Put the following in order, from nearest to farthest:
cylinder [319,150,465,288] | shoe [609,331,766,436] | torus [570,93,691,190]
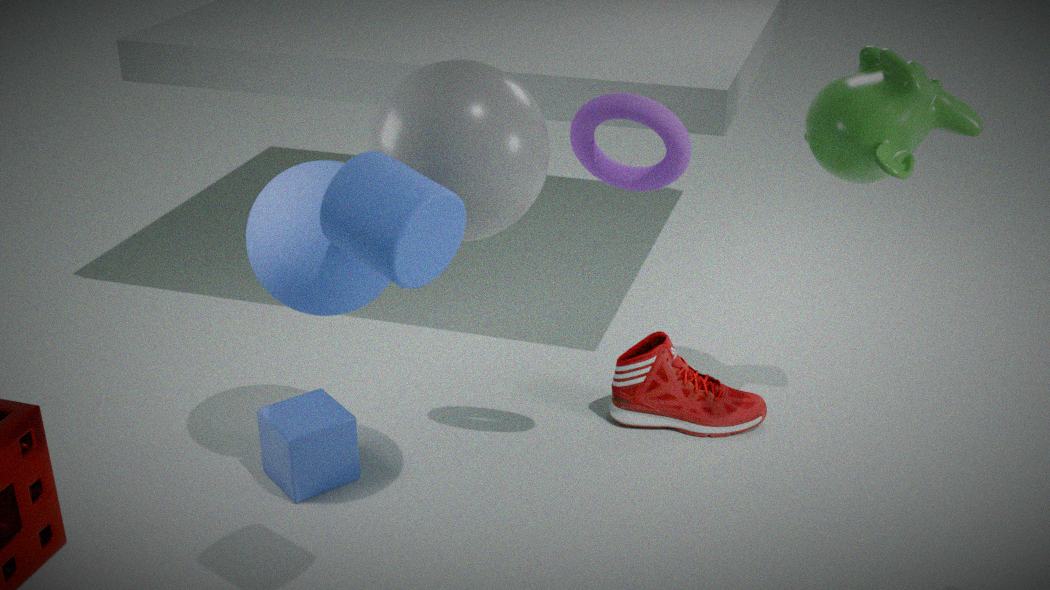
1. cylinder [319,150,465,288]
2. torus [570,93,691,190]
3. shoe [609,331,766,436]
